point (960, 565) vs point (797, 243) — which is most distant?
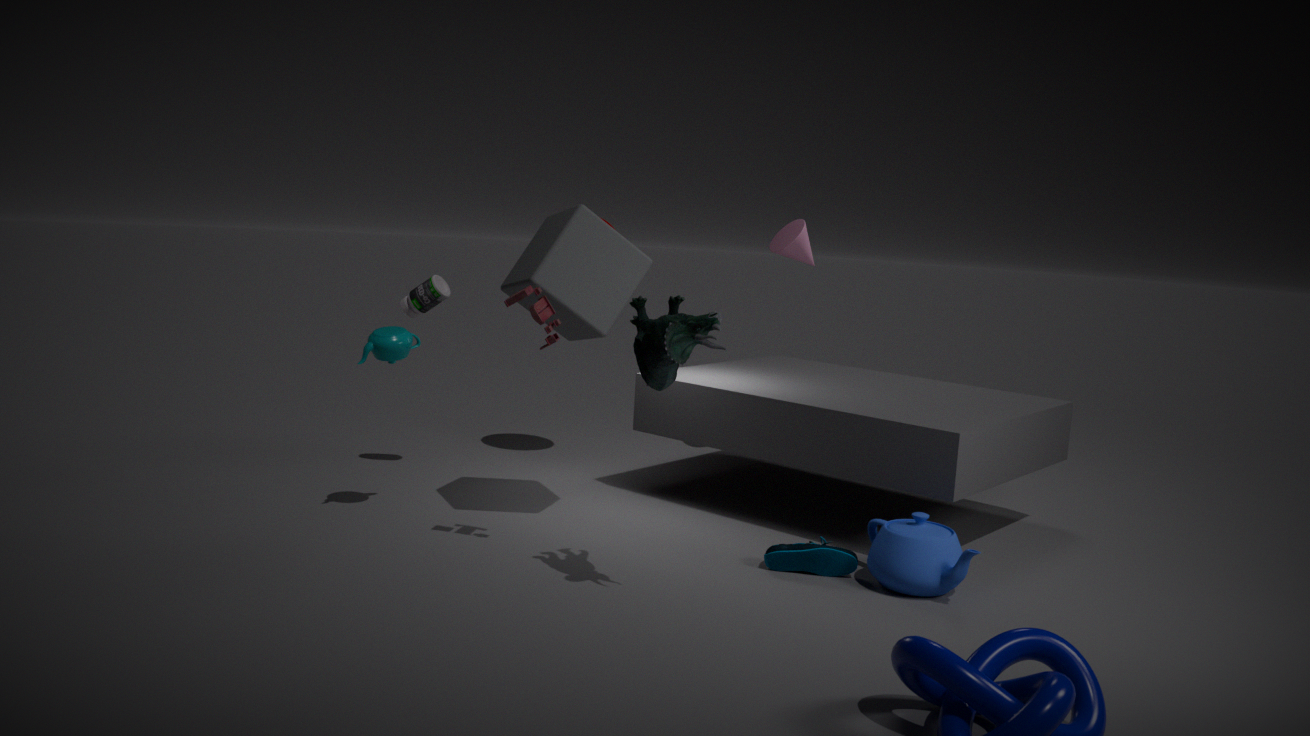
point (797, 243)
